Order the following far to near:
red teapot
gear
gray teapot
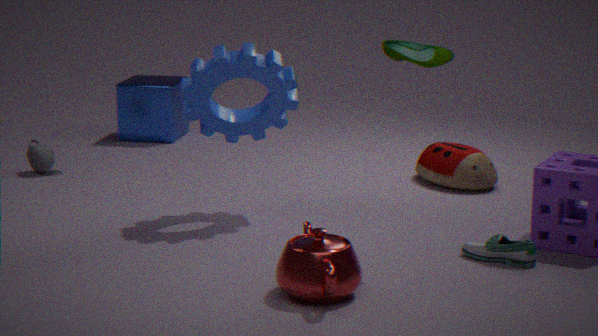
1. gray teapot
2. gear
3. red teapot
